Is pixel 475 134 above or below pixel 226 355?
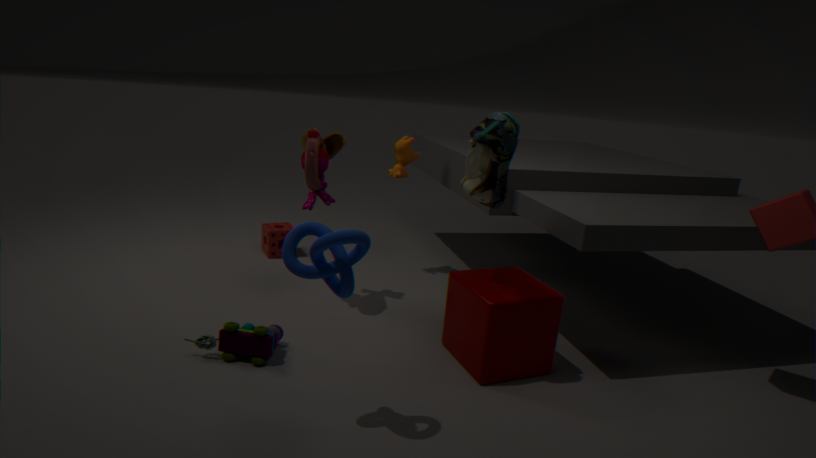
above
